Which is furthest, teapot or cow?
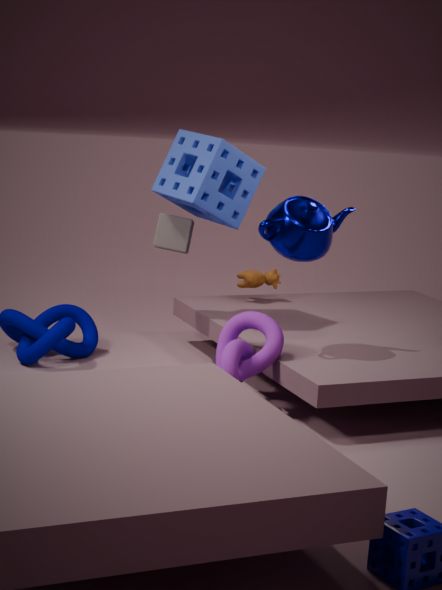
cow
